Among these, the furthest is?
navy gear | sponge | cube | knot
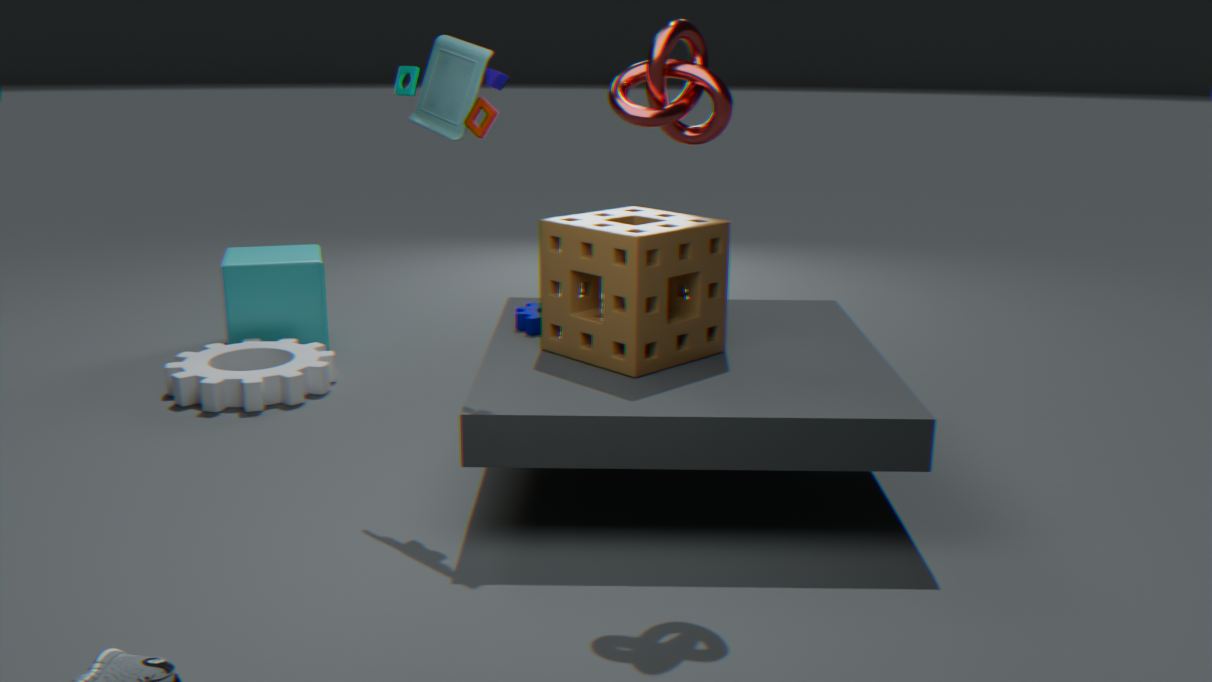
cube
